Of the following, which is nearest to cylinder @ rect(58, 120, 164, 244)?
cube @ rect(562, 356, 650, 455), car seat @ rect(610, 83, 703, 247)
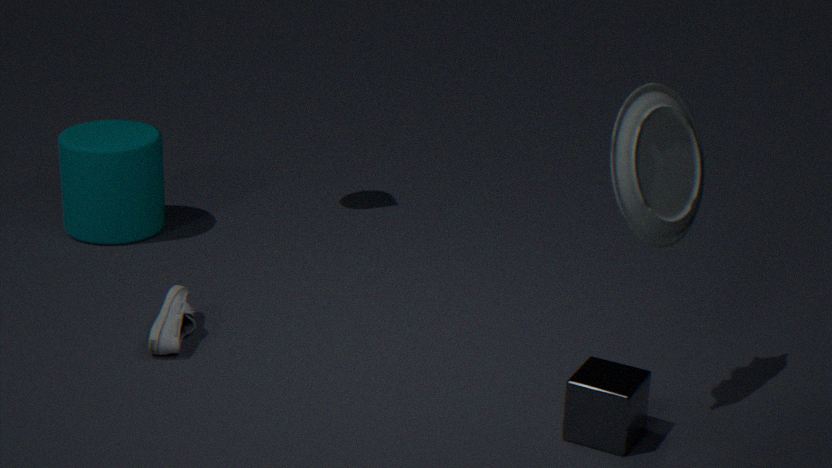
cube @ rect(562, 356, 650, 455)
